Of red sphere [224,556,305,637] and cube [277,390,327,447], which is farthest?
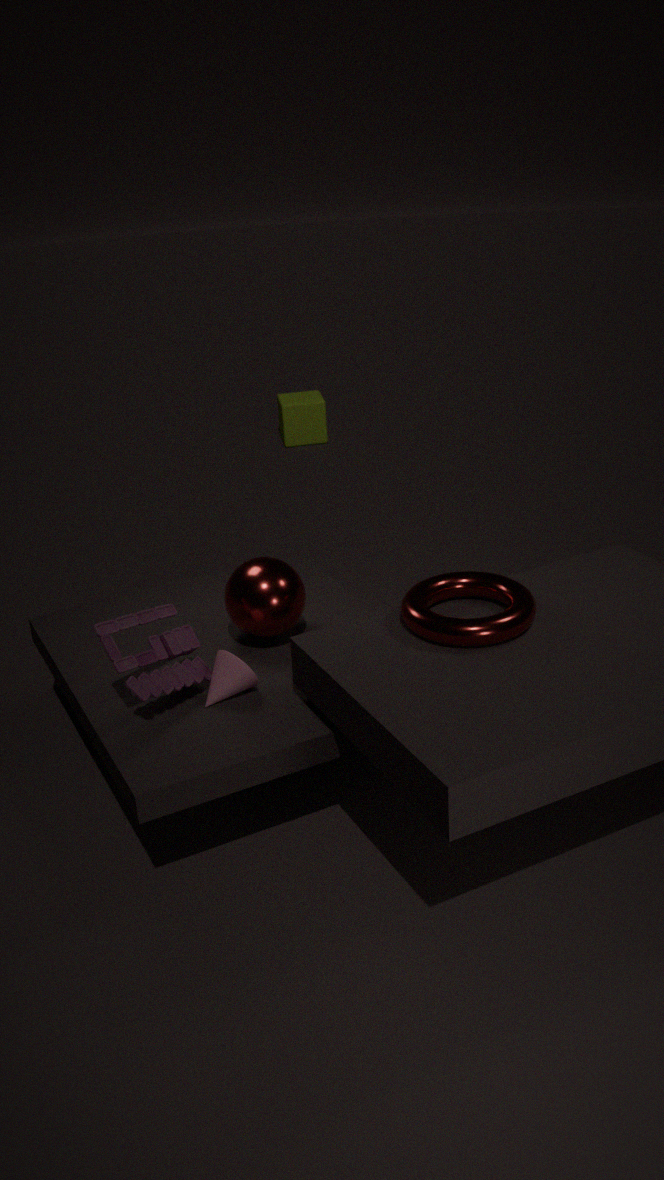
cube [277,390,327,447]
